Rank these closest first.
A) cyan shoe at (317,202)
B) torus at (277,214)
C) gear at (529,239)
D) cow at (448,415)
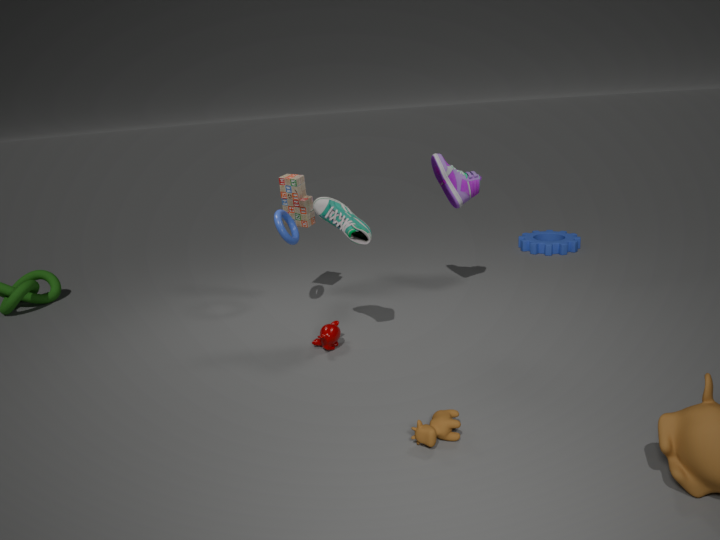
1. cow at (448,415)
2. cyan shoe at (317,202)
3. torus at (277,214)
4. gear at (529,239)
